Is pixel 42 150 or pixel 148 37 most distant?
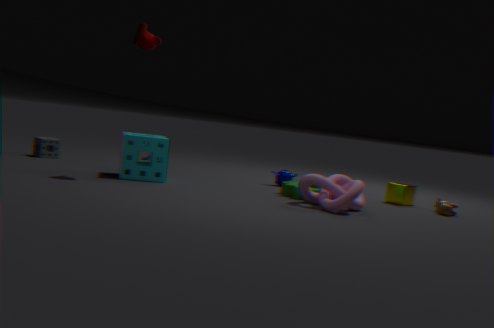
pixel 42 150
